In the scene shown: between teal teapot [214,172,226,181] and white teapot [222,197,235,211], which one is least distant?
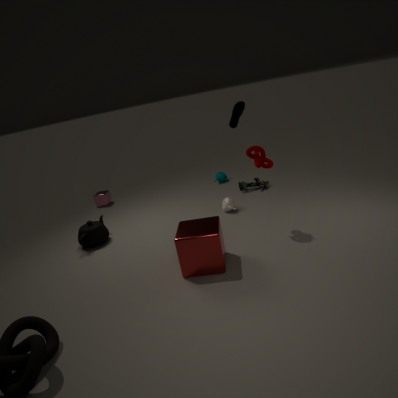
white teapot [222,197,235,211]
